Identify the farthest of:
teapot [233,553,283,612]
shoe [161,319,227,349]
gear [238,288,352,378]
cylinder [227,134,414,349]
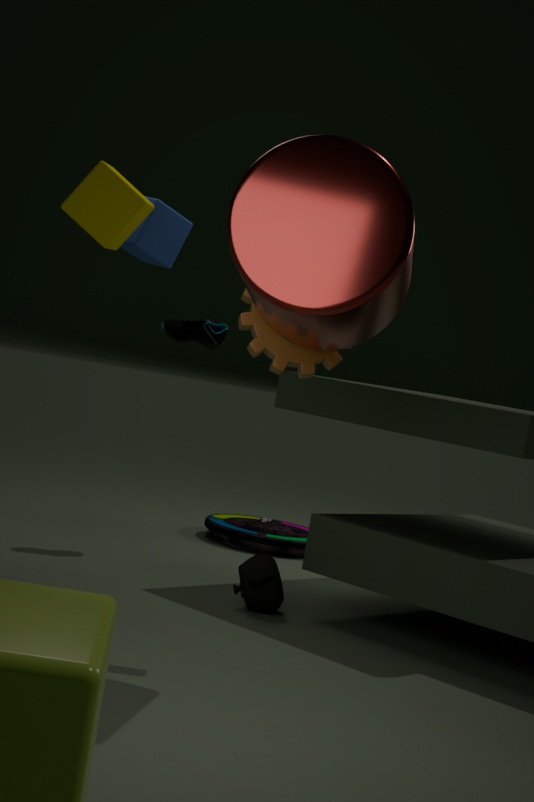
shoe [161,319,227,349]
